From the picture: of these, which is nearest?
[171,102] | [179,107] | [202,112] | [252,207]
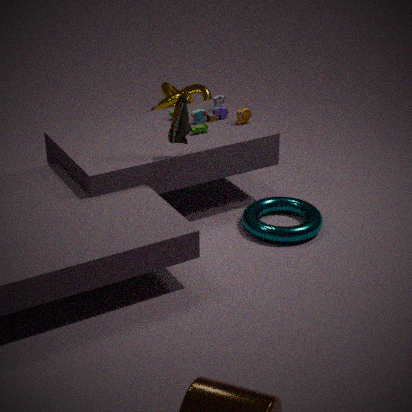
[179,107]
